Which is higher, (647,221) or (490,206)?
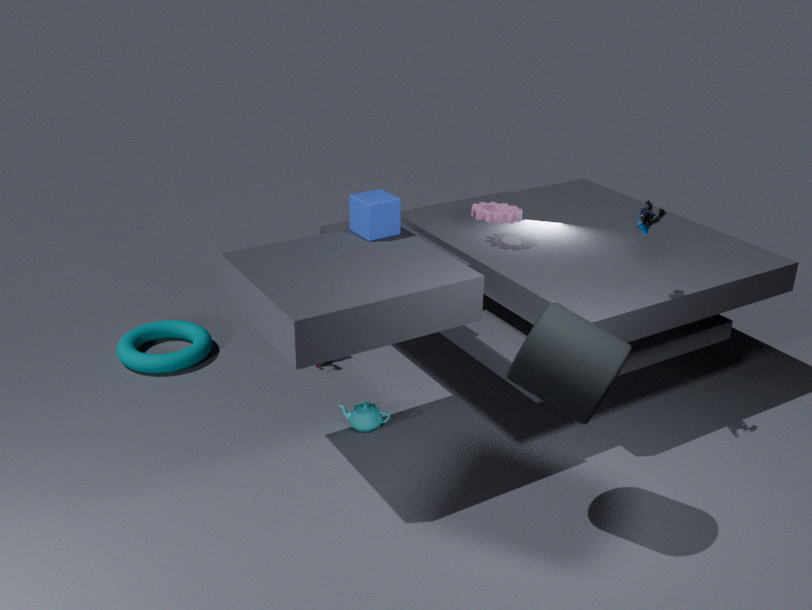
(647,221)
